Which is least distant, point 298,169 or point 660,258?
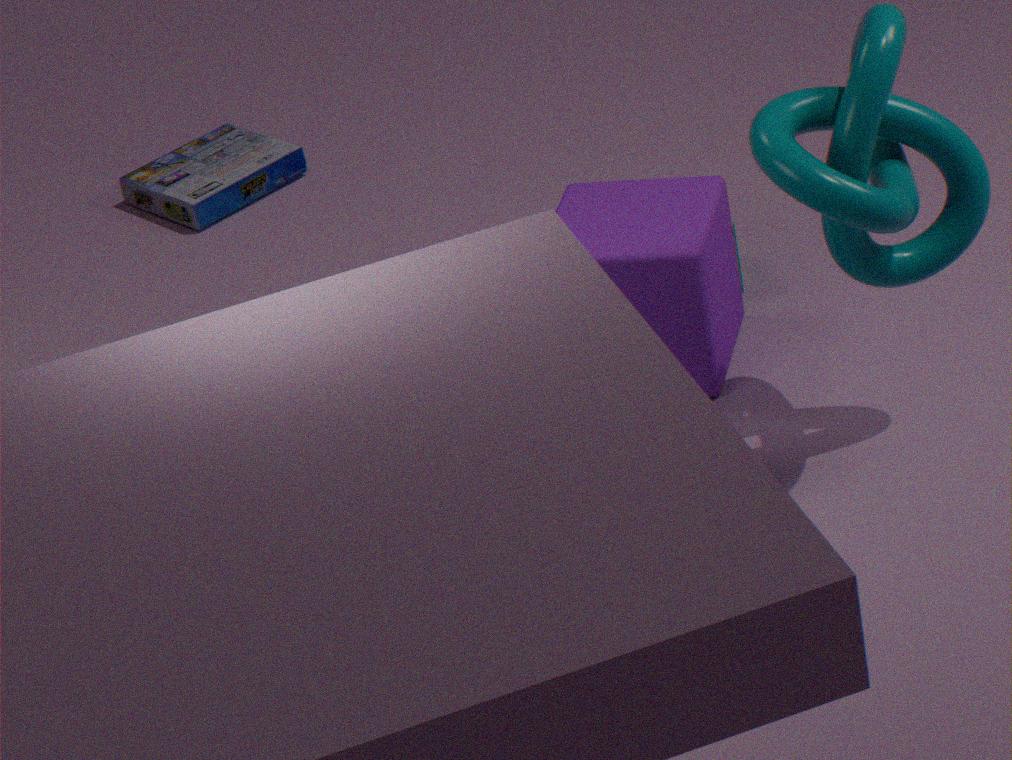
point 660,258
